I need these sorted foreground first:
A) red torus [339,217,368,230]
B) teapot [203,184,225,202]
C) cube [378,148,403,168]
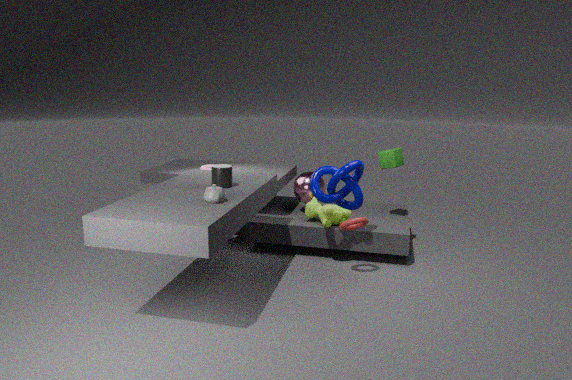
teapot [203,184,225,202]
red torus [339,217,368,230]
cube [378,148,403,168]
